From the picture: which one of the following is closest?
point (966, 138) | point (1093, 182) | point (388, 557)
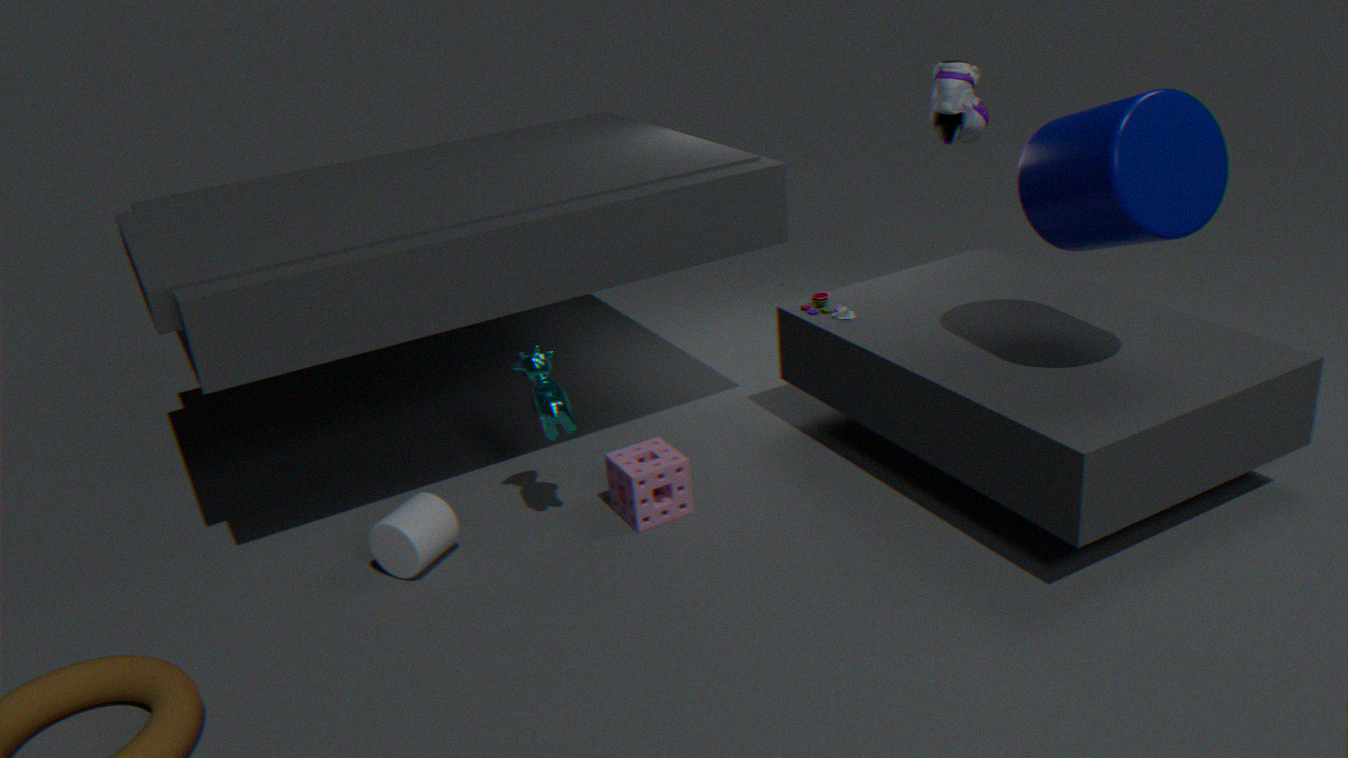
point (1093, 182)
